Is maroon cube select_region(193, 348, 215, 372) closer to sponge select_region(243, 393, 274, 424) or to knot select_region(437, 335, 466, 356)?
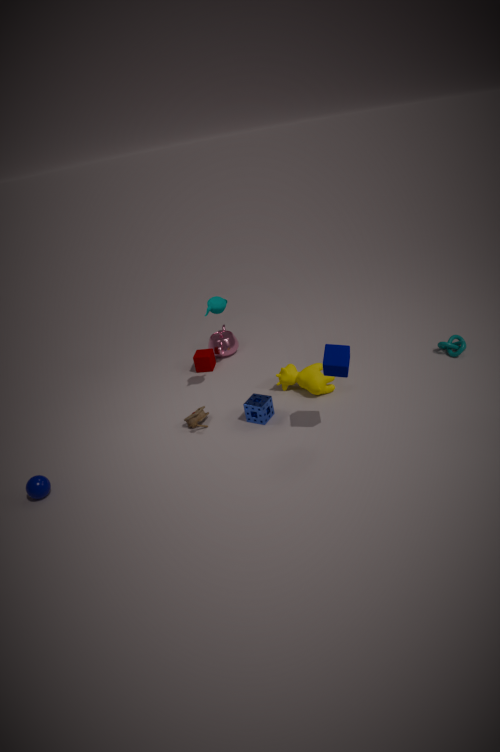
sponge select_region(243, 393, 274, 424)
